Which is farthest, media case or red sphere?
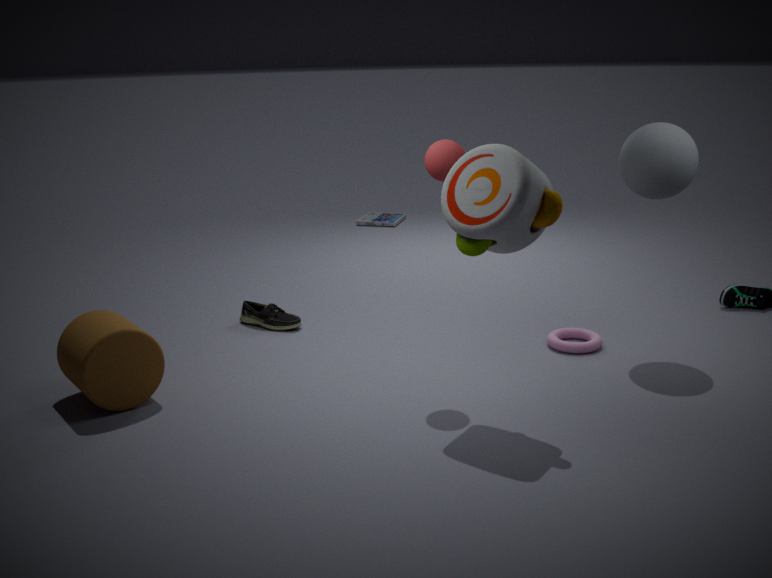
media case
